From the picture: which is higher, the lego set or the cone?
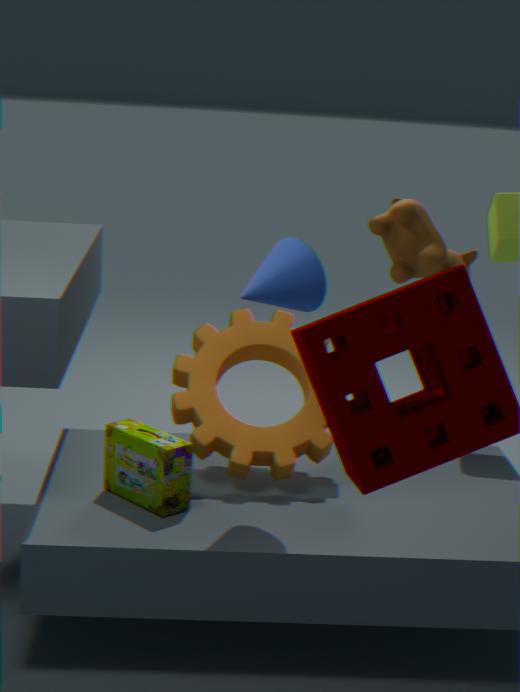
the cone
